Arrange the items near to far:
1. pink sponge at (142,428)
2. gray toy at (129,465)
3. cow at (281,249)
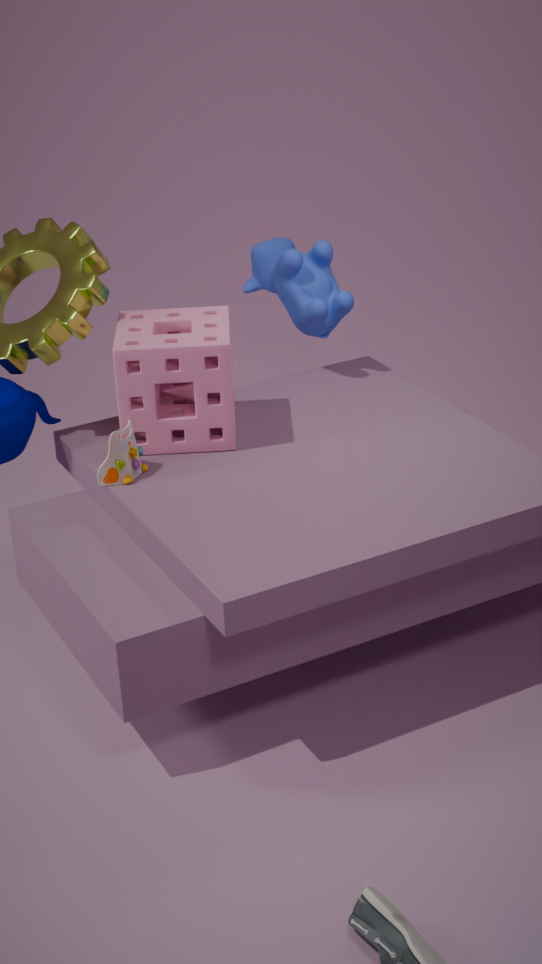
gray toy at (129,465) → pink sponge at (142,428) → cow at (281,249)
